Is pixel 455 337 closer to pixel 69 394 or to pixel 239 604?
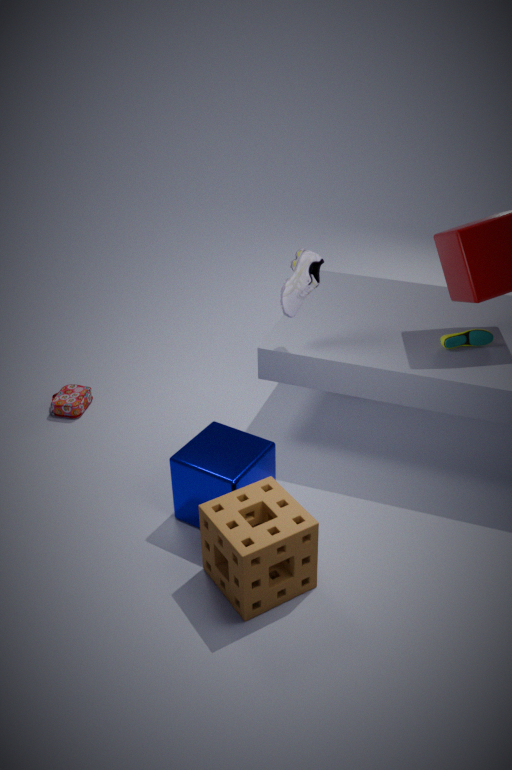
pixel 239 604
